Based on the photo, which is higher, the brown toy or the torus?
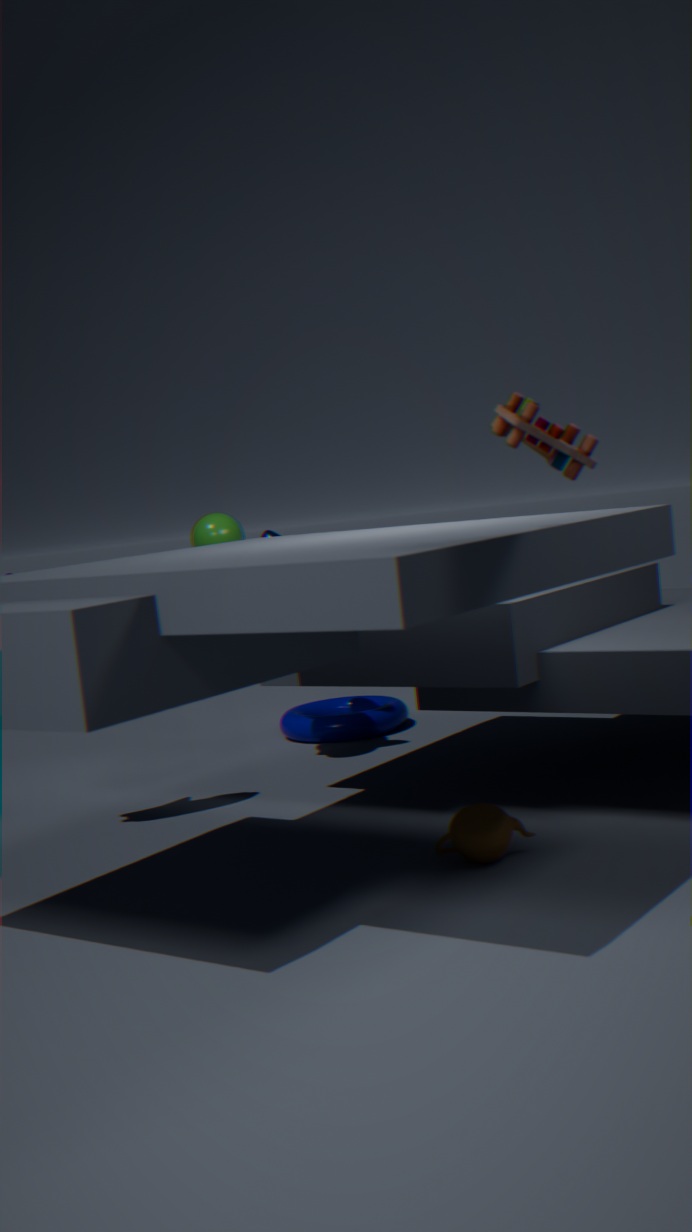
the brown toy
